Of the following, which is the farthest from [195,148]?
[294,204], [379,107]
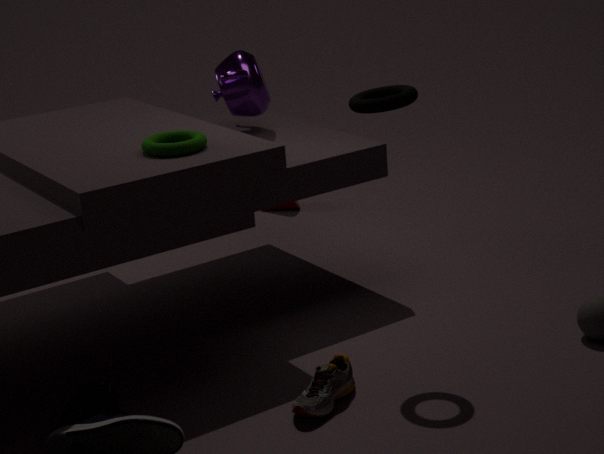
[294,204]
